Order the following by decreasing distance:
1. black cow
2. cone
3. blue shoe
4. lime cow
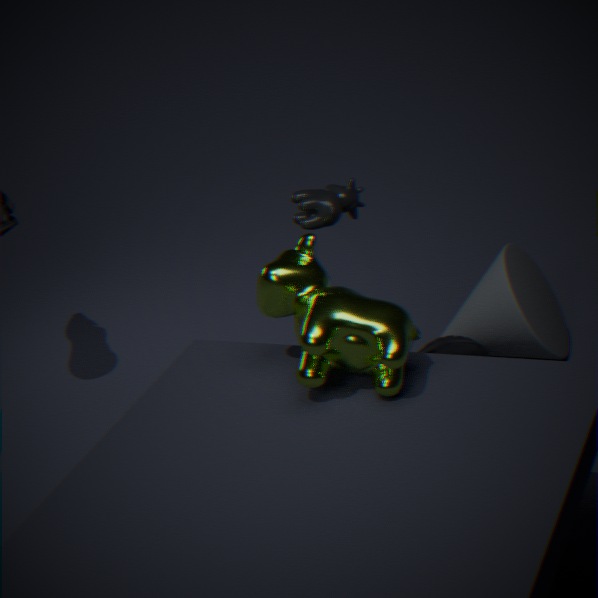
blue shoe, cone, black cow, lime cow
